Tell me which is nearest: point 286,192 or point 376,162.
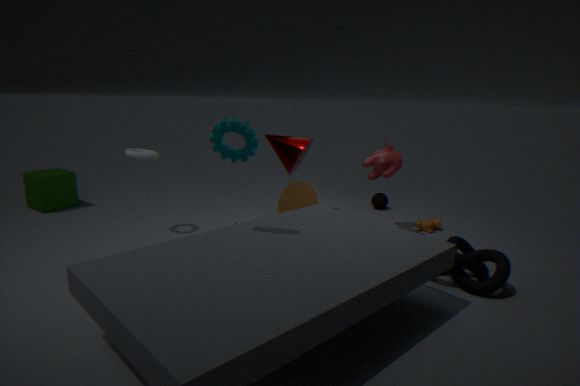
point 376,162
